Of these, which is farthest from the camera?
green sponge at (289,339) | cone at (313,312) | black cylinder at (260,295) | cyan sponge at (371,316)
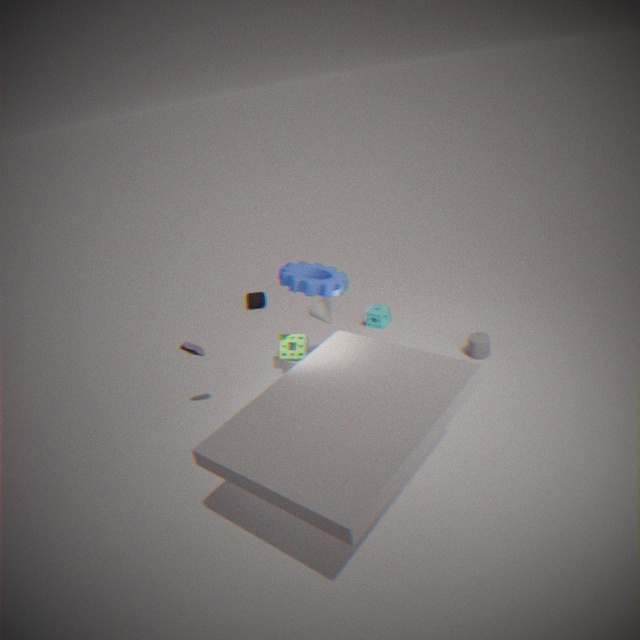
black cylinder at (260,295)
